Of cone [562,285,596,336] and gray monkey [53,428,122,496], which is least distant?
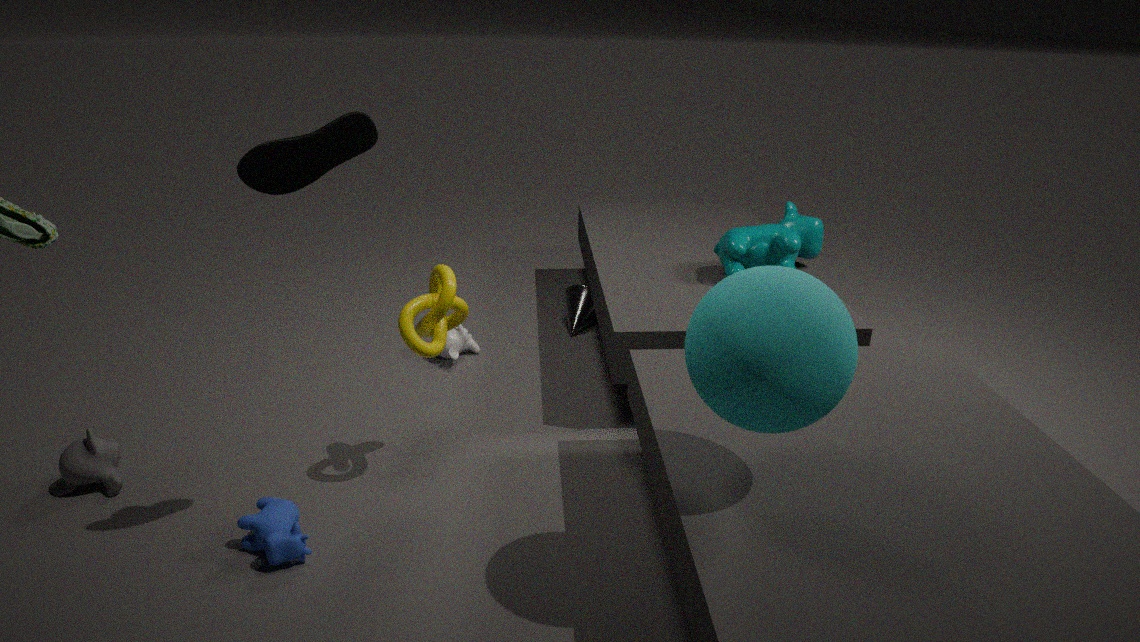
gray monkey [53,428,122,496]
